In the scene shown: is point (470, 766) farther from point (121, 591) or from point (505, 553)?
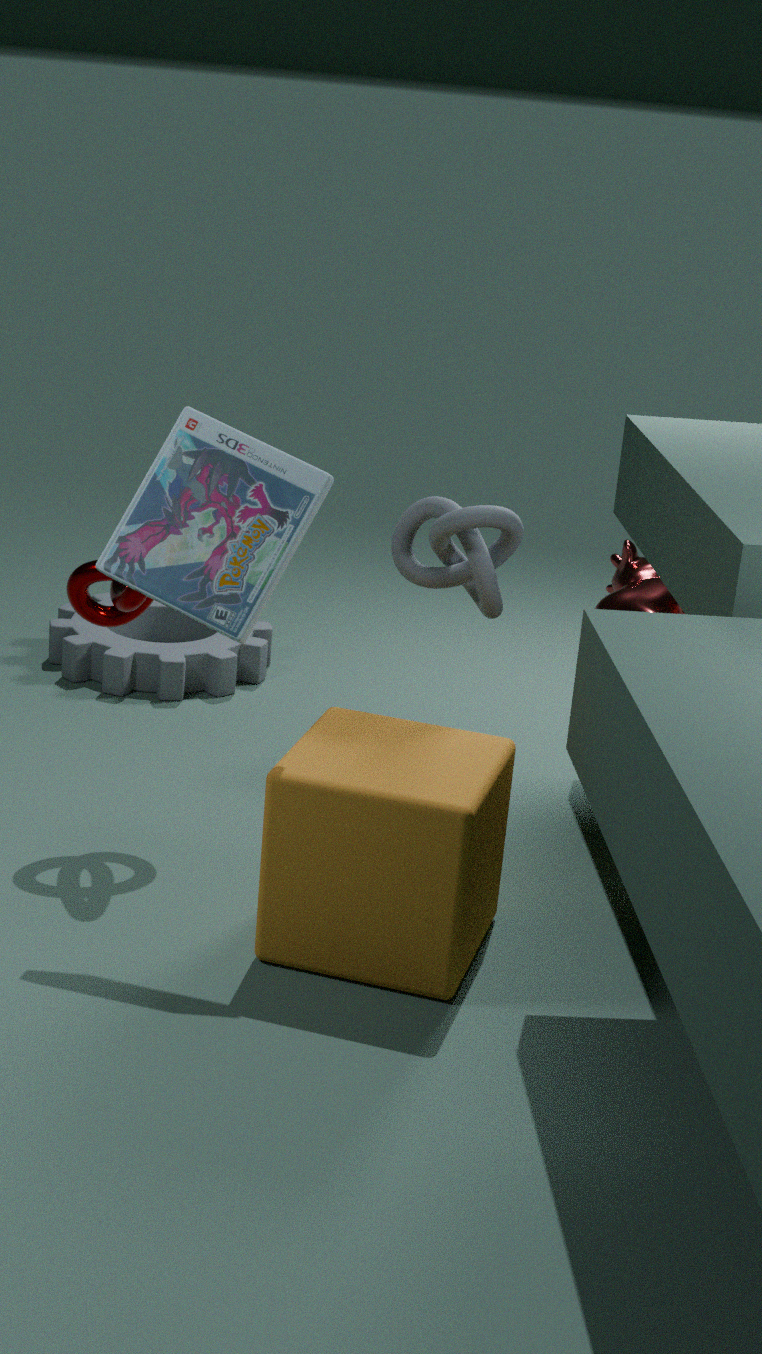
point (121, 591)
